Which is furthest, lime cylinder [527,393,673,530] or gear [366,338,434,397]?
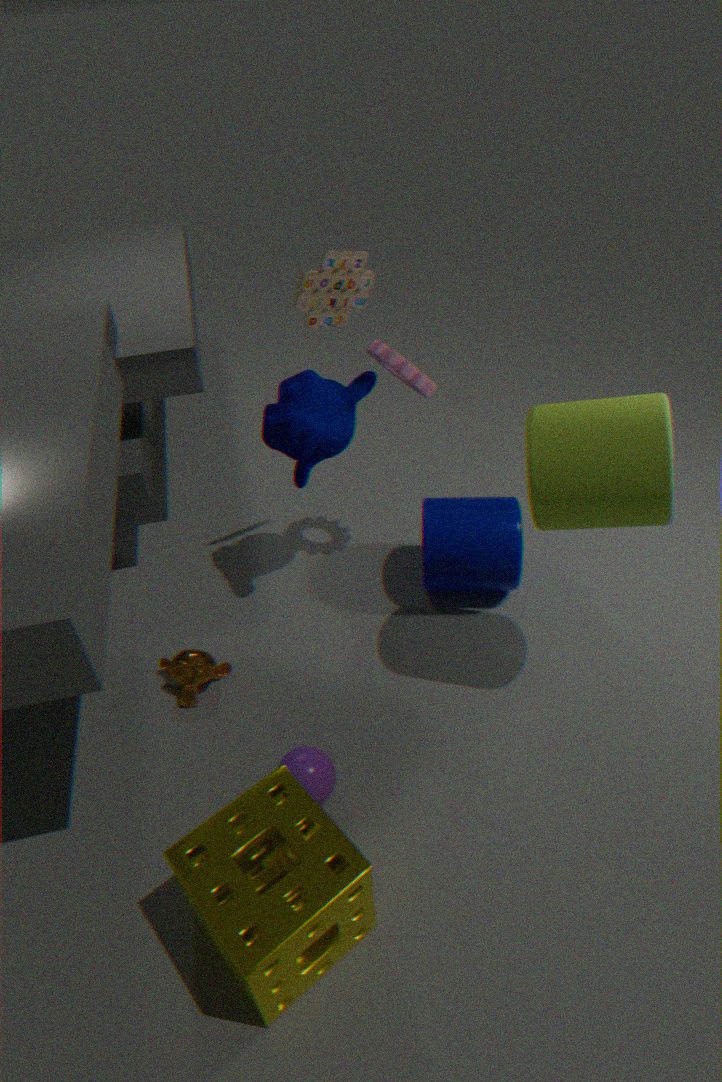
gear [366,338,434,397]
